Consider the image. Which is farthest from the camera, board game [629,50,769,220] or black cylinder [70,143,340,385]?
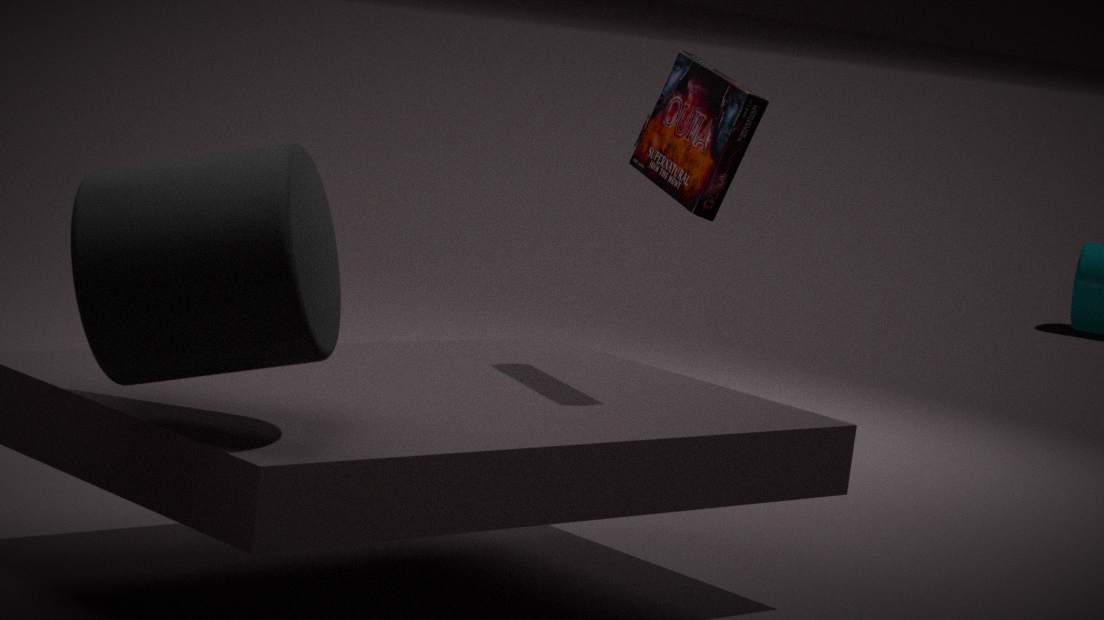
board game [629,50,769,220]
